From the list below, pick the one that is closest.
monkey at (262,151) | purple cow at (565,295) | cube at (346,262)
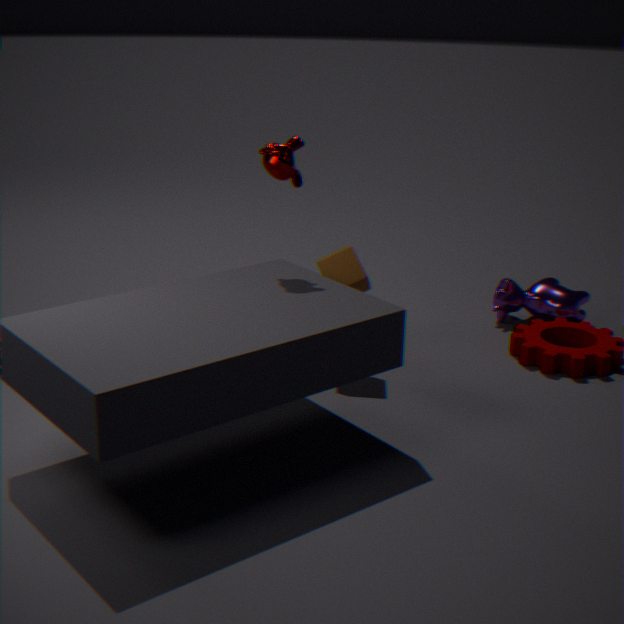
monkey at (262,151)
